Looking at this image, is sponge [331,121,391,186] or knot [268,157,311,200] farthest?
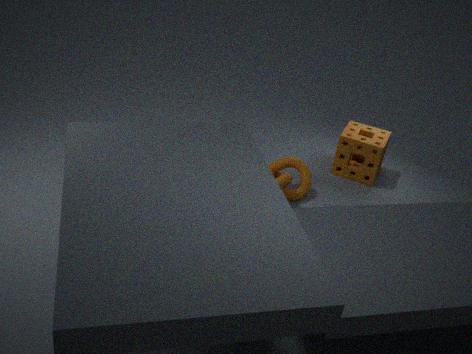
sponge [331,121,391,186]
